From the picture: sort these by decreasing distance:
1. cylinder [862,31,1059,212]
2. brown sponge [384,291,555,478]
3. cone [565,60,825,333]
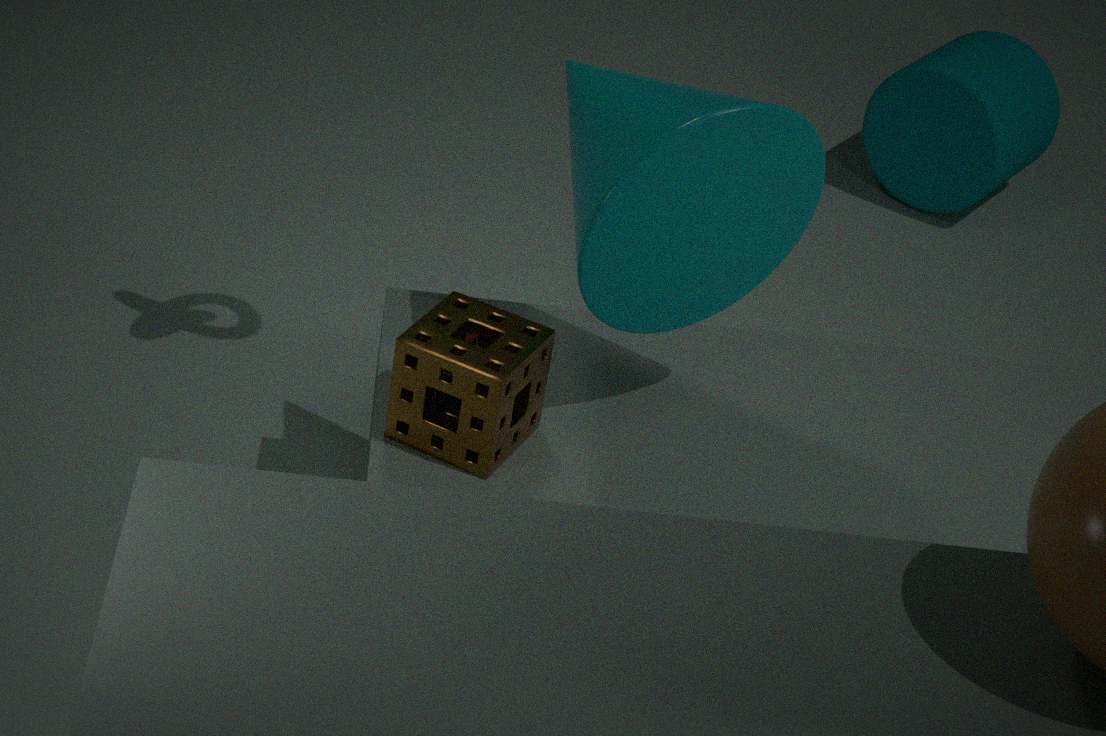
cylinder [862,31,1059,212] < brown sponge [384,291,555,478] < cone [565,60,825,333]
